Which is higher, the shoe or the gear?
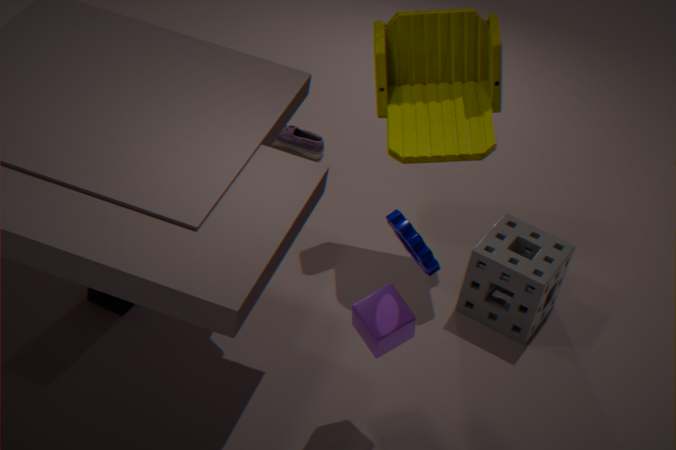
the gear
